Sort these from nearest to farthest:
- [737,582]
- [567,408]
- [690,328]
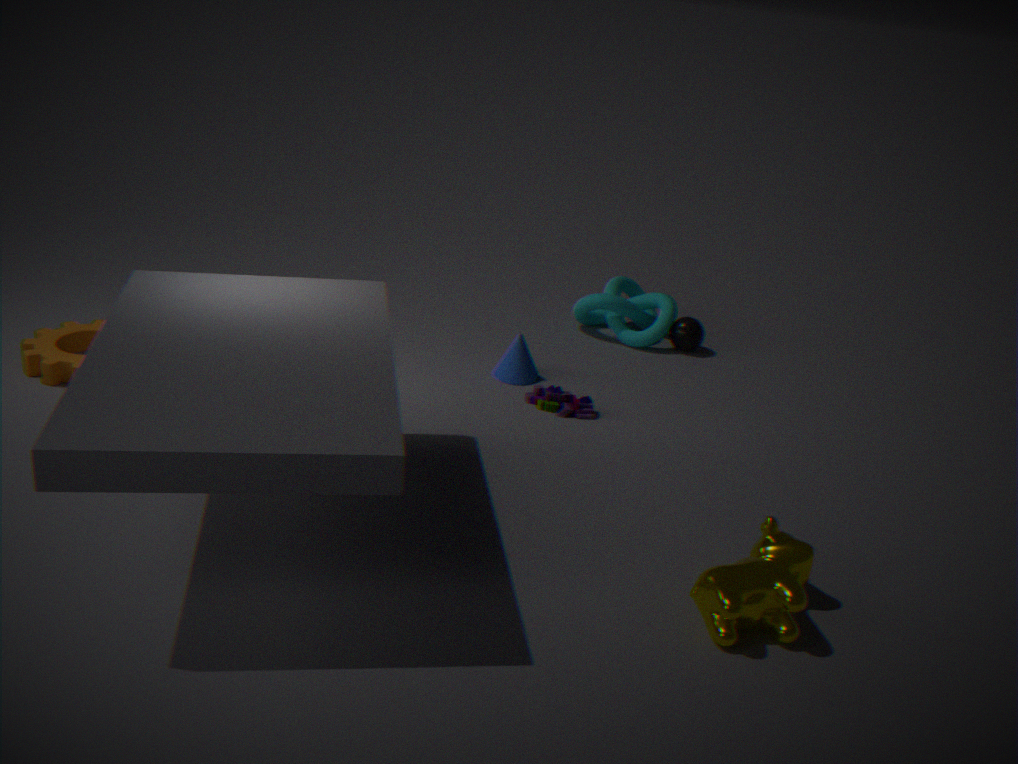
[737,582]
[567,408]
[690,328]
